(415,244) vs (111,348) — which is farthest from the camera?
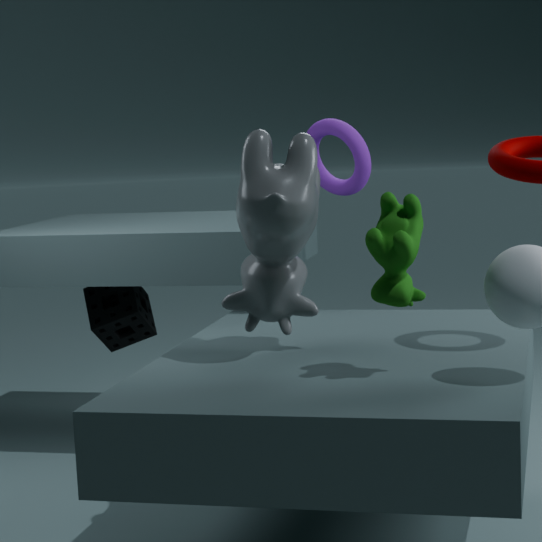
(111,348)
